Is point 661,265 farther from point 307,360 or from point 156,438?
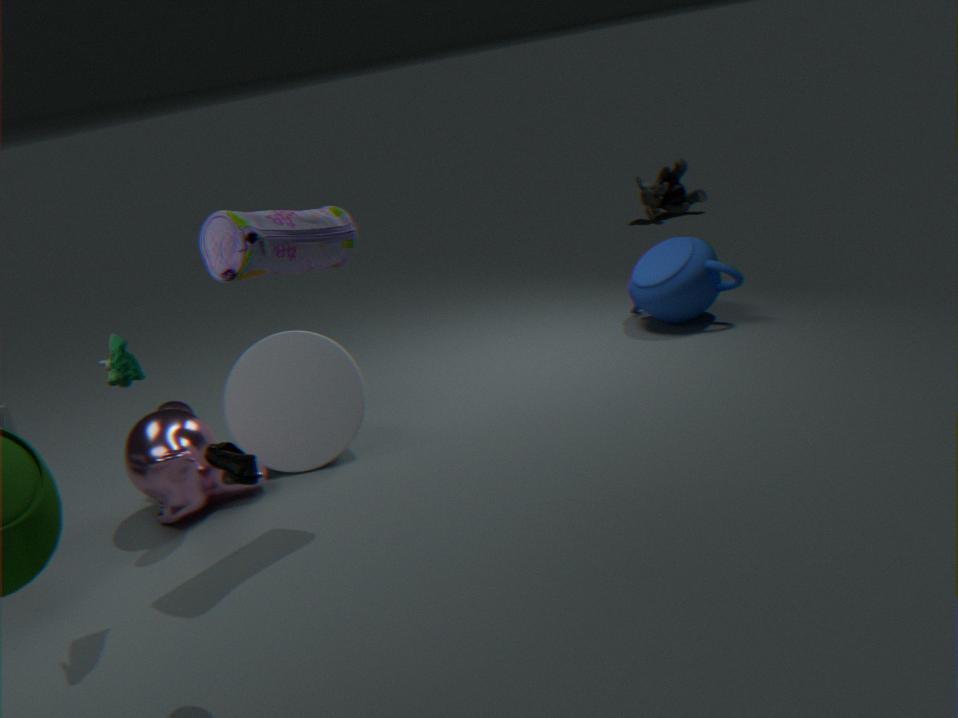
point 156,438
